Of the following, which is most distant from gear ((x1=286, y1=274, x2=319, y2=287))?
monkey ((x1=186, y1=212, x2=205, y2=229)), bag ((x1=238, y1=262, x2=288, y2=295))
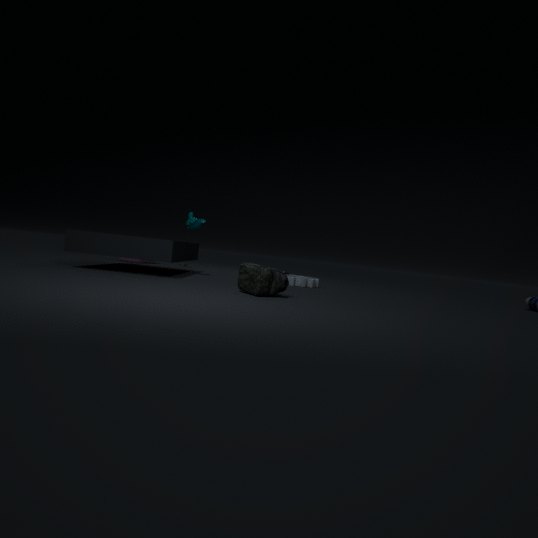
monkey ((x1=186, y1=212, x2=205, y2=229))
